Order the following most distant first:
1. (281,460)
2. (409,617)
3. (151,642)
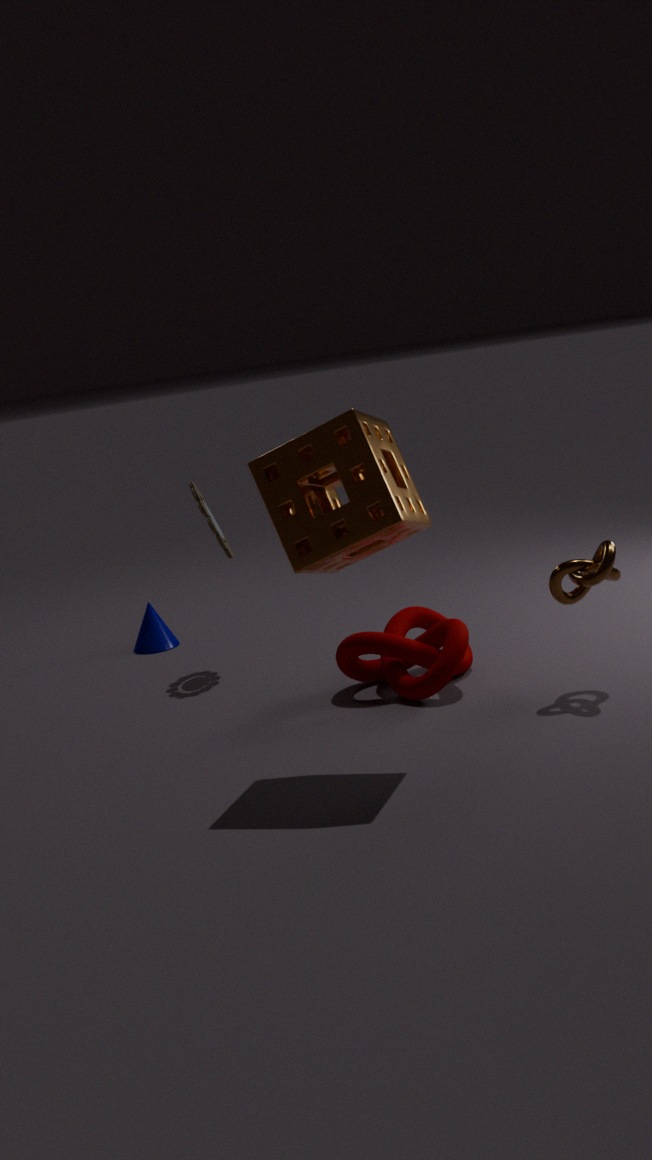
(151,642) → (409,617) → (281,460)
